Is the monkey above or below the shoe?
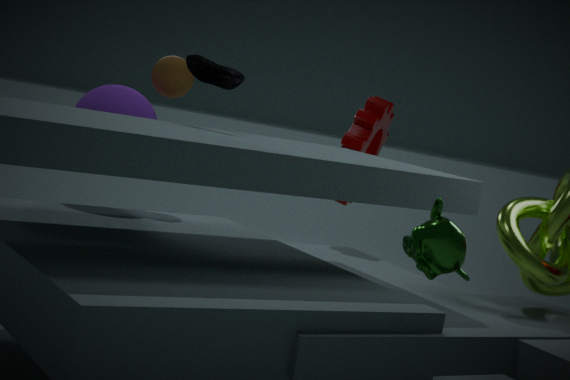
below
